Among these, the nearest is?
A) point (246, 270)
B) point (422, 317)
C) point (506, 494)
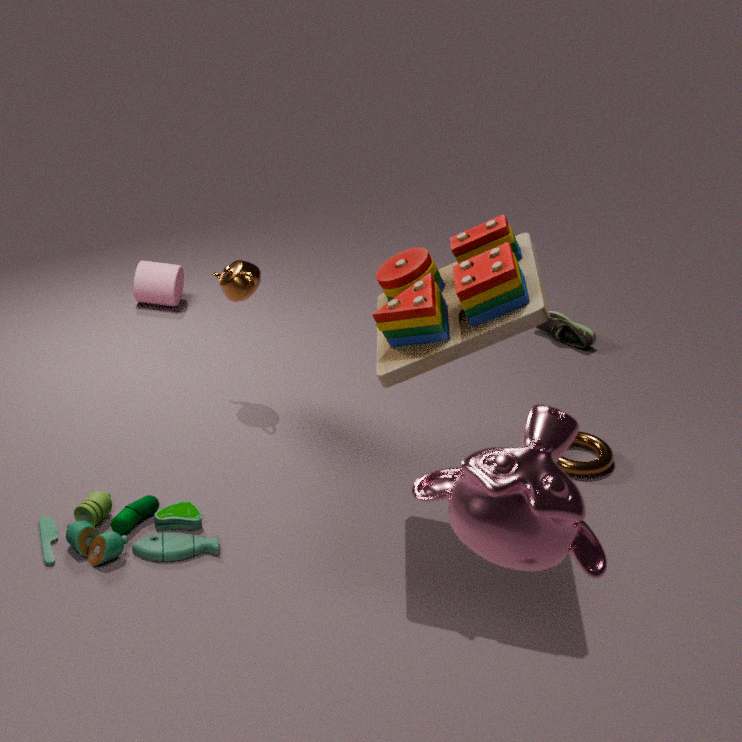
point (506, 494)
